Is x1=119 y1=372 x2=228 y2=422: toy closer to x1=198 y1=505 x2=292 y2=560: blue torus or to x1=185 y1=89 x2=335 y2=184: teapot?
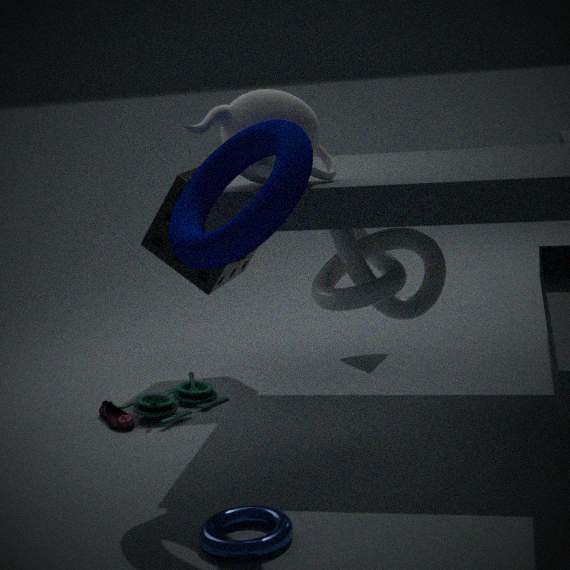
x1=198 y1=505 x2=292 y2=560: blue torus
